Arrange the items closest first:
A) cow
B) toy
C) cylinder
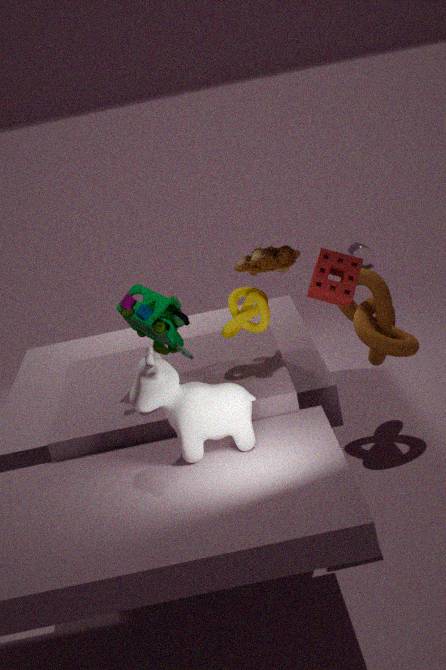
cow → toy → cylinder
